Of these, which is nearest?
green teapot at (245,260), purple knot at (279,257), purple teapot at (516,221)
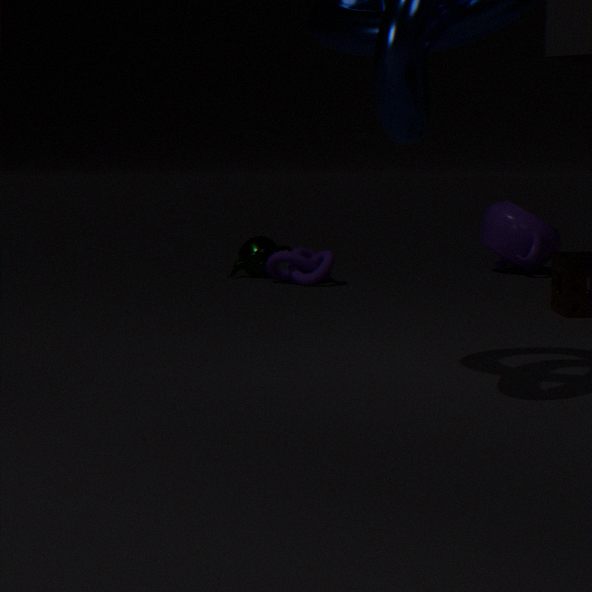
purple knot at (279,257)
